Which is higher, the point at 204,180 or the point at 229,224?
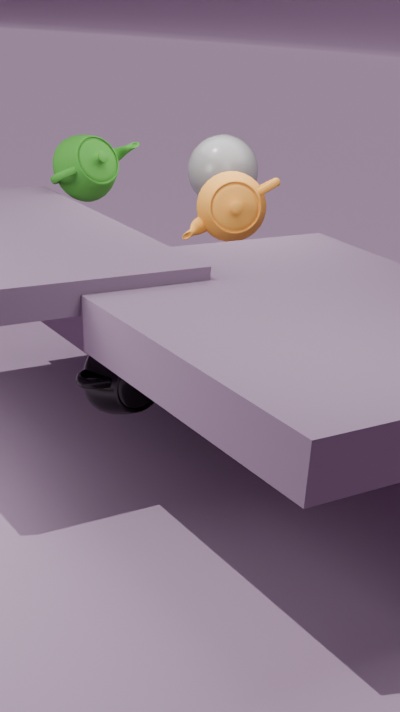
the point at 204,180
